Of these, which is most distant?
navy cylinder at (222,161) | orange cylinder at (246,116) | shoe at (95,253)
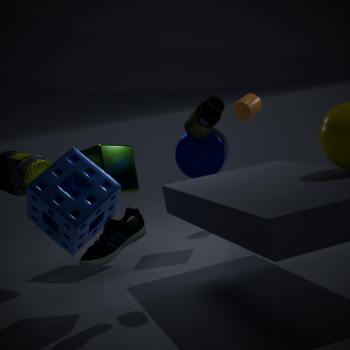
orange cylinder at (246,116)
